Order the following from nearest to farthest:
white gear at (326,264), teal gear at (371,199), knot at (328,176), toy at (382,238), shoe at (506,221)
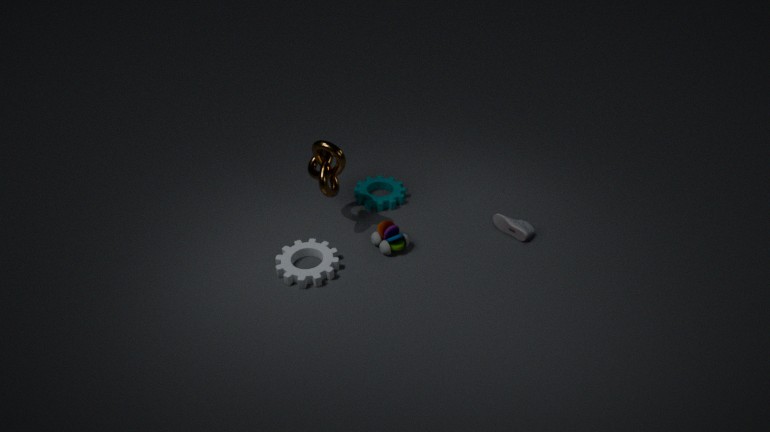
1. white gear at (326,264)
2. knot at (328,176)
3. toy at (382,238)
4. shoe at (506,221)
5. teal gear at (371,199)
